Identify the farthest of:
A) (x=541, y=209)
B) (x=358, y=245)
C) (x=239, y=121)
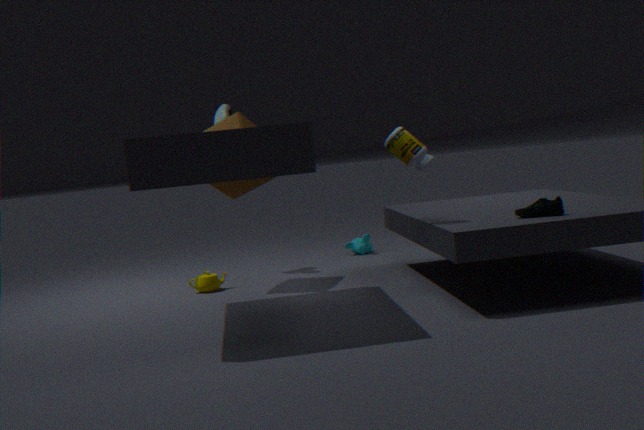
B. (x=358, y=245)
